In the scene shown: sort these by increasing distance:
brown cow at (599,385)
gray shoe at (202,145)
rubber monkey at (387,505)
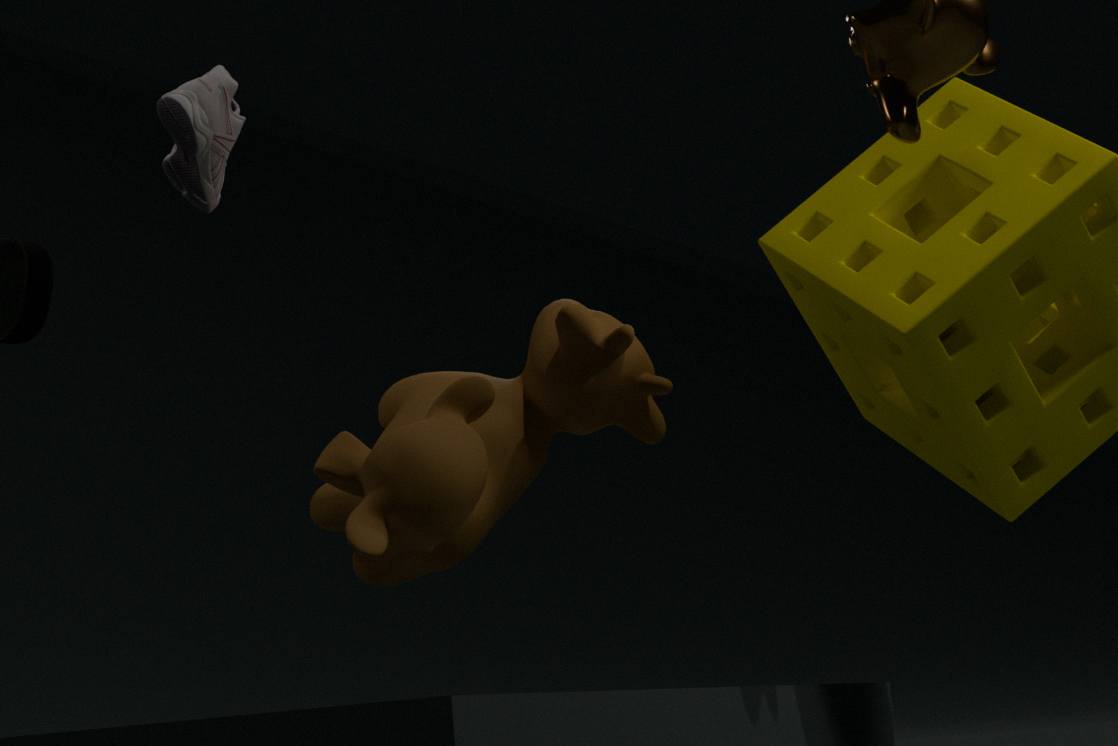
1. rubber monkey at (387,505)
2. gray shoe at (202,145)
3. brown cow at (599,385)
